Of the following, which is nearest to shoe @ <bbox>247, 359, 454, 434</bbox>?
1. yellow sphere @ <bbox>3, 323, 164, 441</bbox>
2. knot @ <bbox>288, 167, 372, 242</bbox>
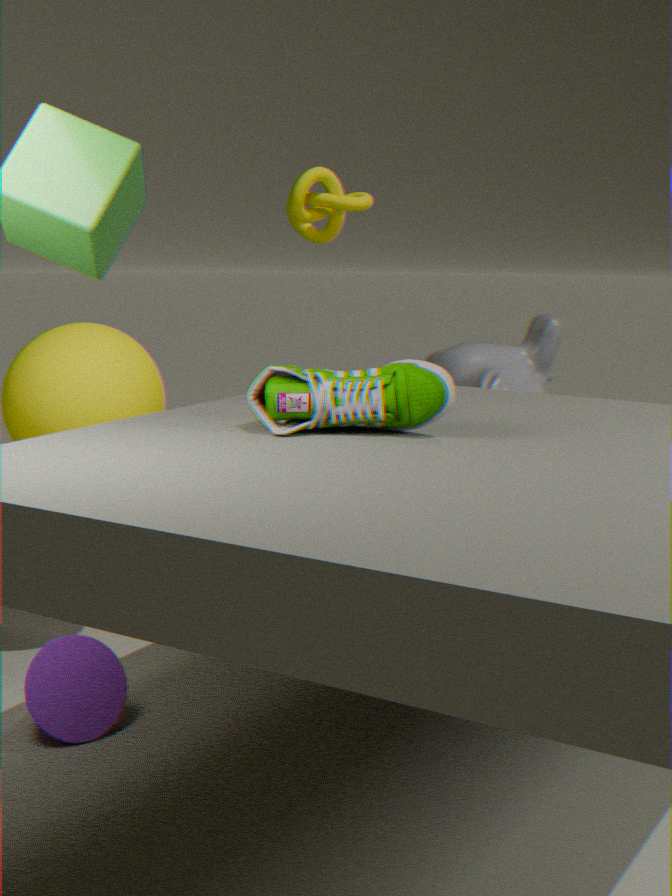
yellow sphere @ <bbox>3, 323, 164, 441</bbox>
